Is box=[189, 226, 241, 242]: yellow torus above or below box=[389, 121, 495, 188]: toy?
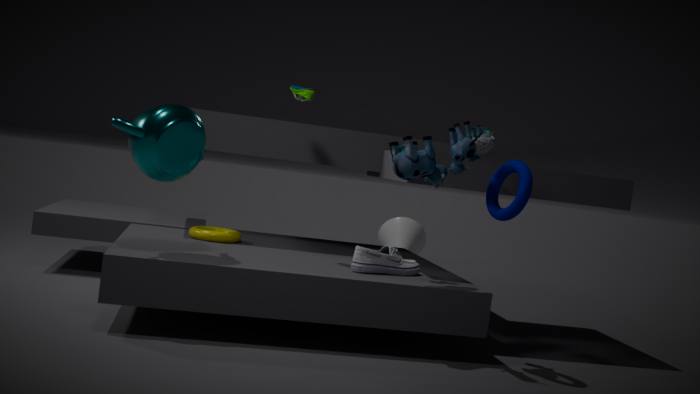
below
